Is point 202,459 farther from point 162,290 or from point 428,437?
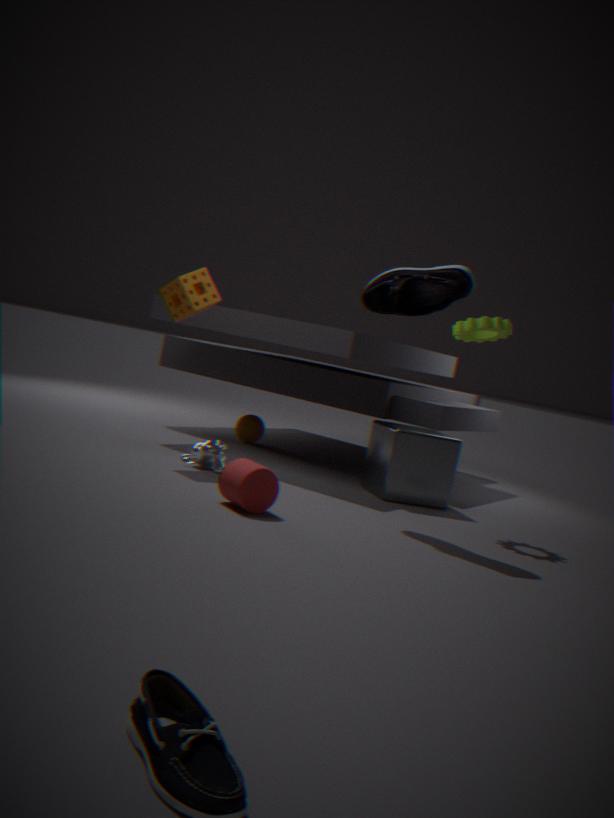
point 428,437
